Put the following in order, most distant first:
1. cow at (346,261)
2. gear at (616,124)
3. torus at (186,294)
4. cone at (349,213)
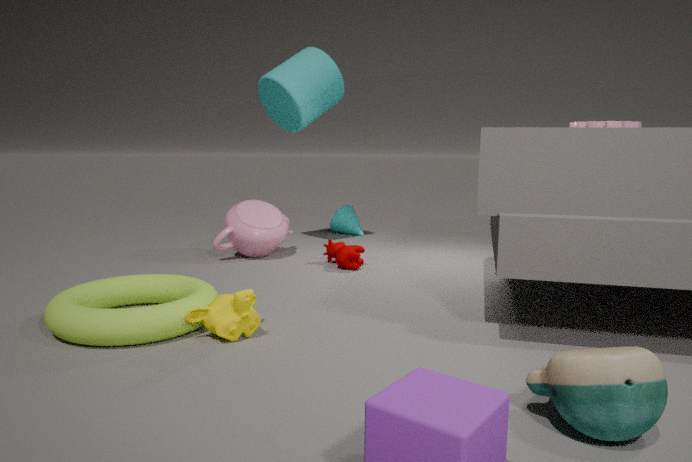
1. cone at (349,213)
2. cow at (346,261)
3. gear at (616,124)
4. torus at (186,294)
